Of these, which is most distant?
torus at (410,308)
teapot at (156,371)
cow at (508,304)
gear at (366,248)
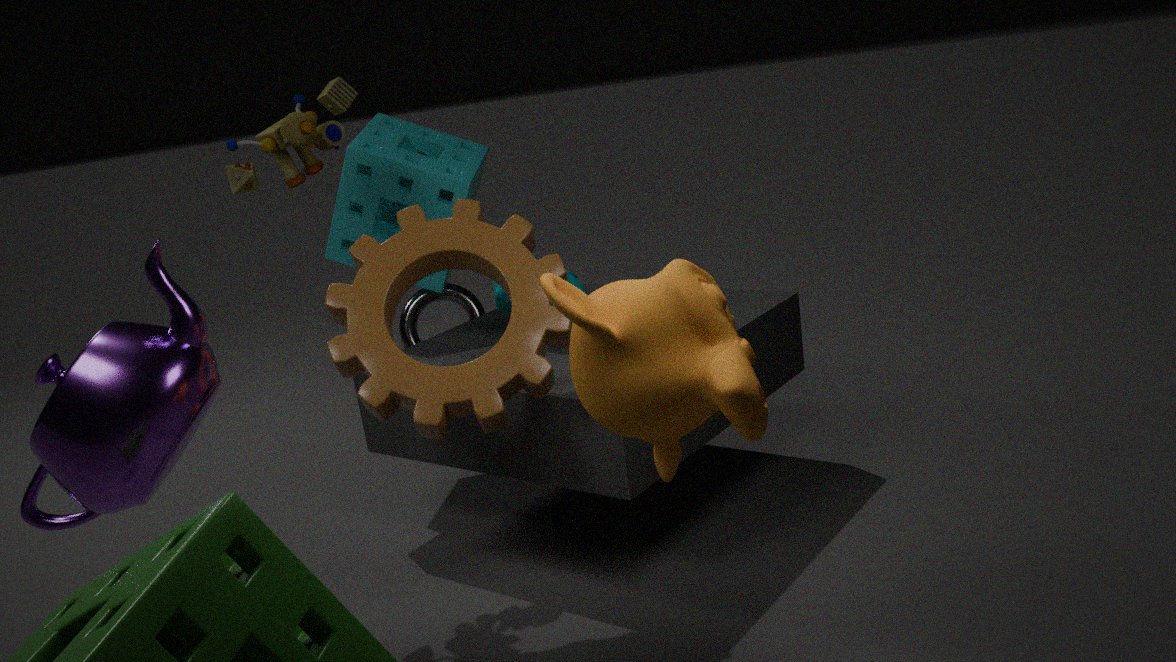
torus at (410,308)
